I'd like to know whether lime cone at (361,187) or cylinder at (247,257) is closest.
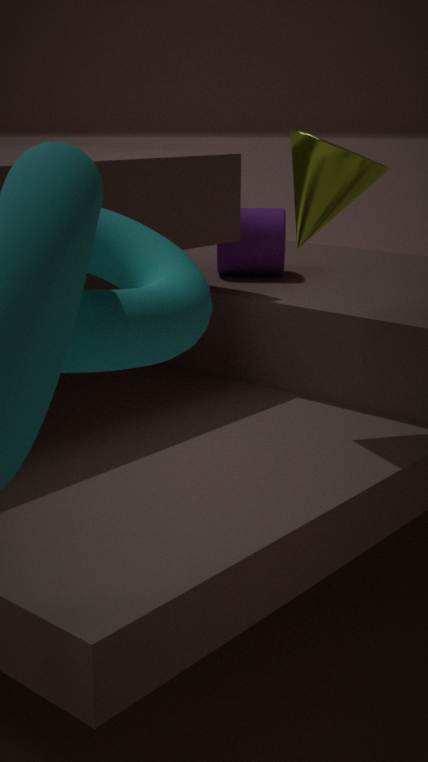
lime cone at (361,187)
